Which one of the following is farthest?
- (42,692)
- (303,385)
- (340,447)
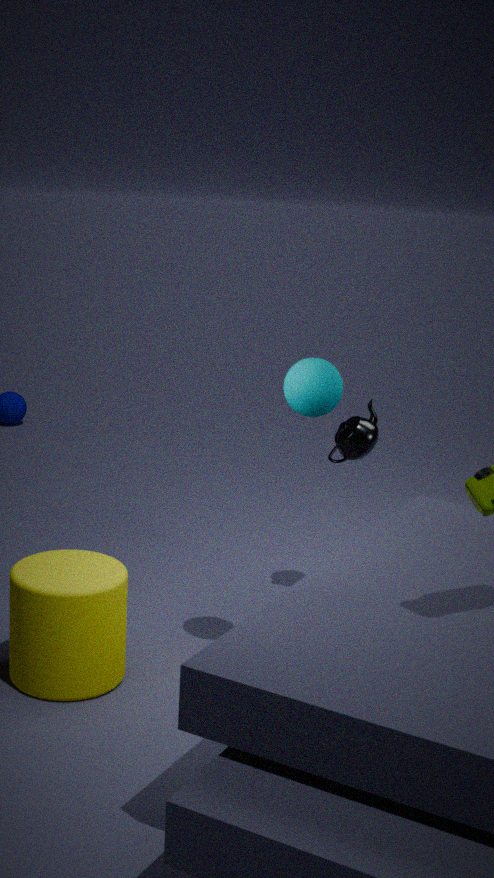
(340,447)
